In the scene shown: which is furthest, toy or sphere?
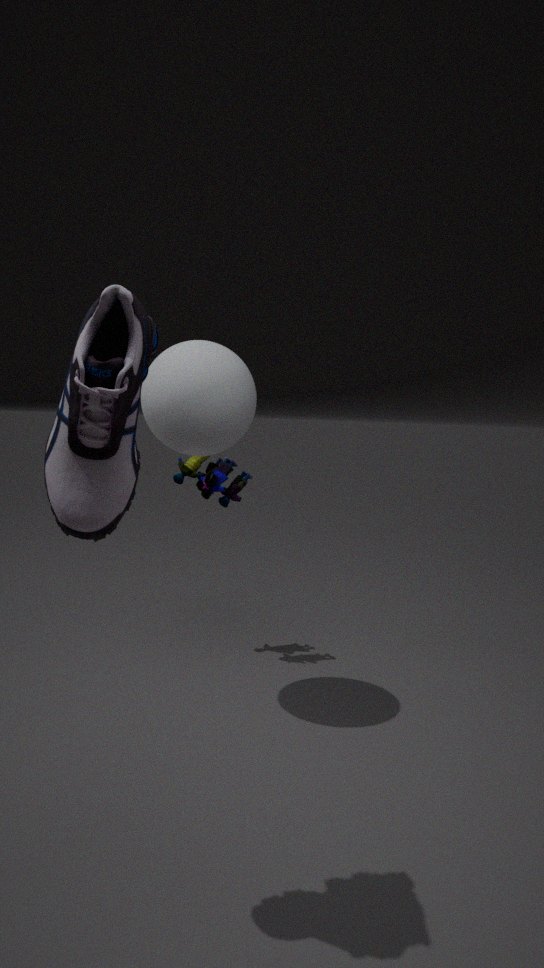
toy
